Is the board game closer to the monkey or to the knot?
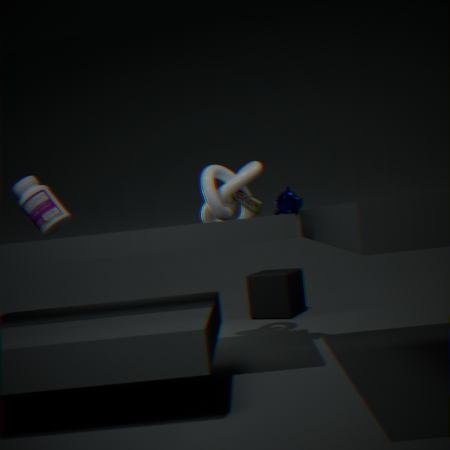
the knot
